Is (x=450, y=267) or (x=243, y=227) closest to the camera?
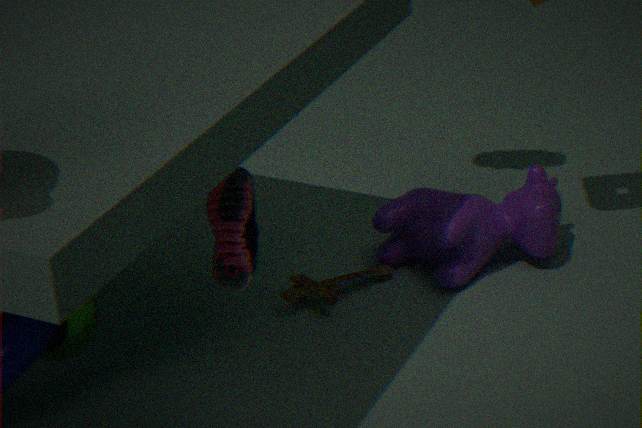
(x=243, y=227)
